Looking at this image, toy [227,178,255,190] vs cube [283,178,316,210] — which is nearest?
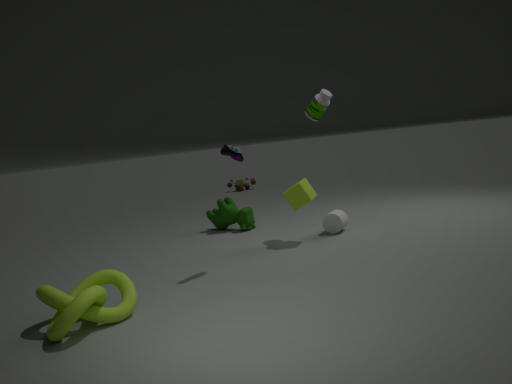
cube [283,178,316,210]
